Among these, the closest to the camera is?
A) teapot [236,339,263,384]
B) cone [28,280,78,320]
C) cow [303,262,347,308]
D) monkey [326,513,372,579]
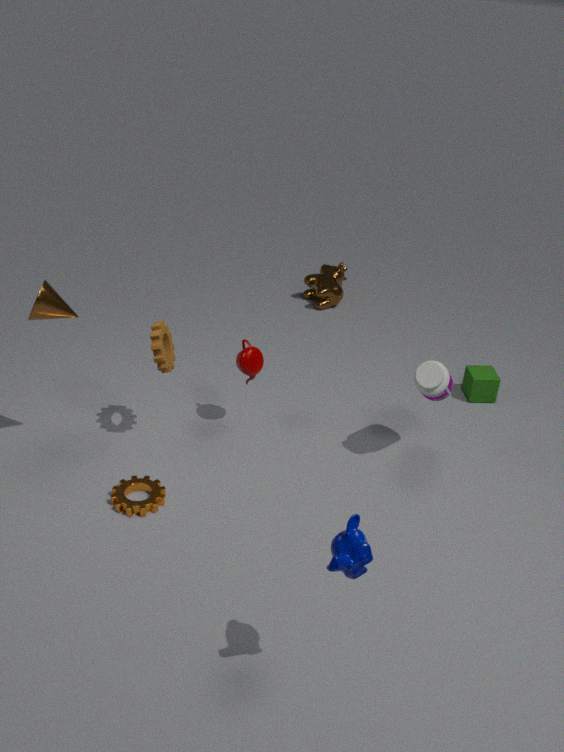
monkey [326,513,372,579]
